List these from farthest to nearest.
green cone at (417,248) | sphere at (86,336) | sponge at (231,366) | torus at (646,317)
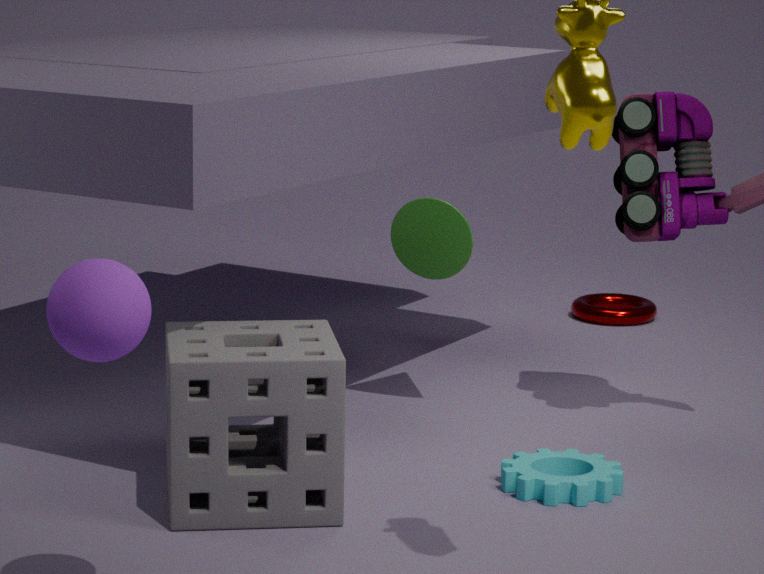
torus at (646,317), green cone at (417,248), sponge at (231,366), sphere at (86,336)
